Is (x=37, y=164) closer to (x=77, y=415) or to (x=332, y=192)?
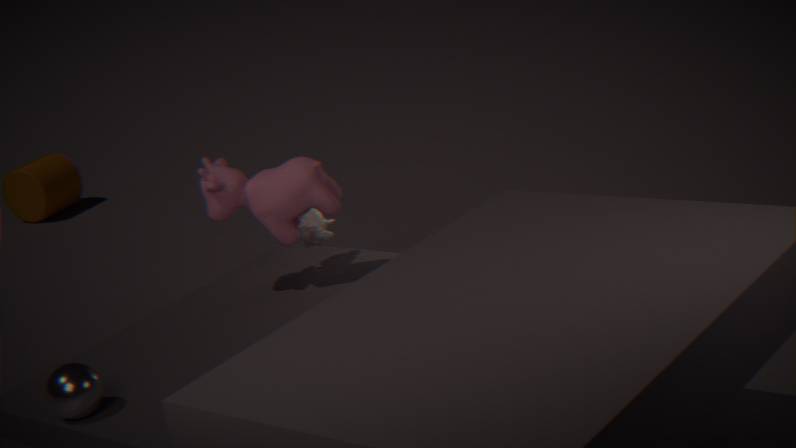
(x=332, y=192)
